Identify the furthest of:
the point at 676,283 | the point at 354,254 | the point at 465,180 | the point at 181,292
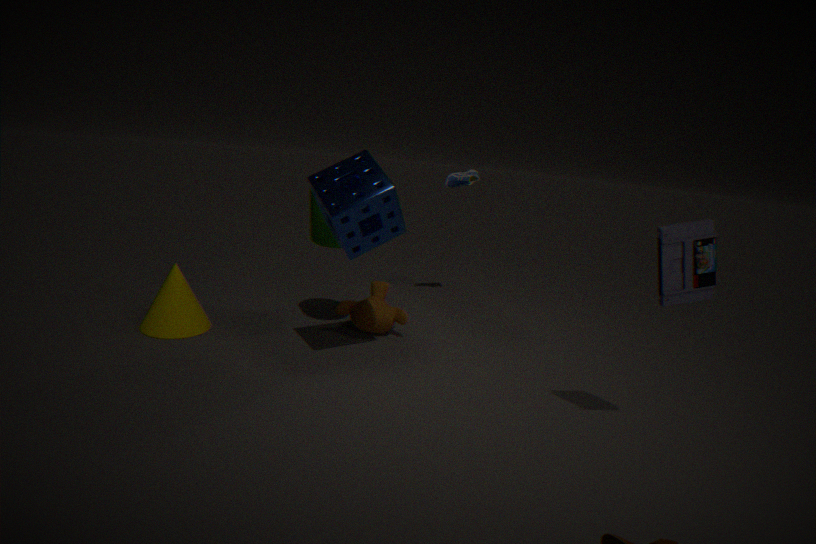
the point at 465,180
